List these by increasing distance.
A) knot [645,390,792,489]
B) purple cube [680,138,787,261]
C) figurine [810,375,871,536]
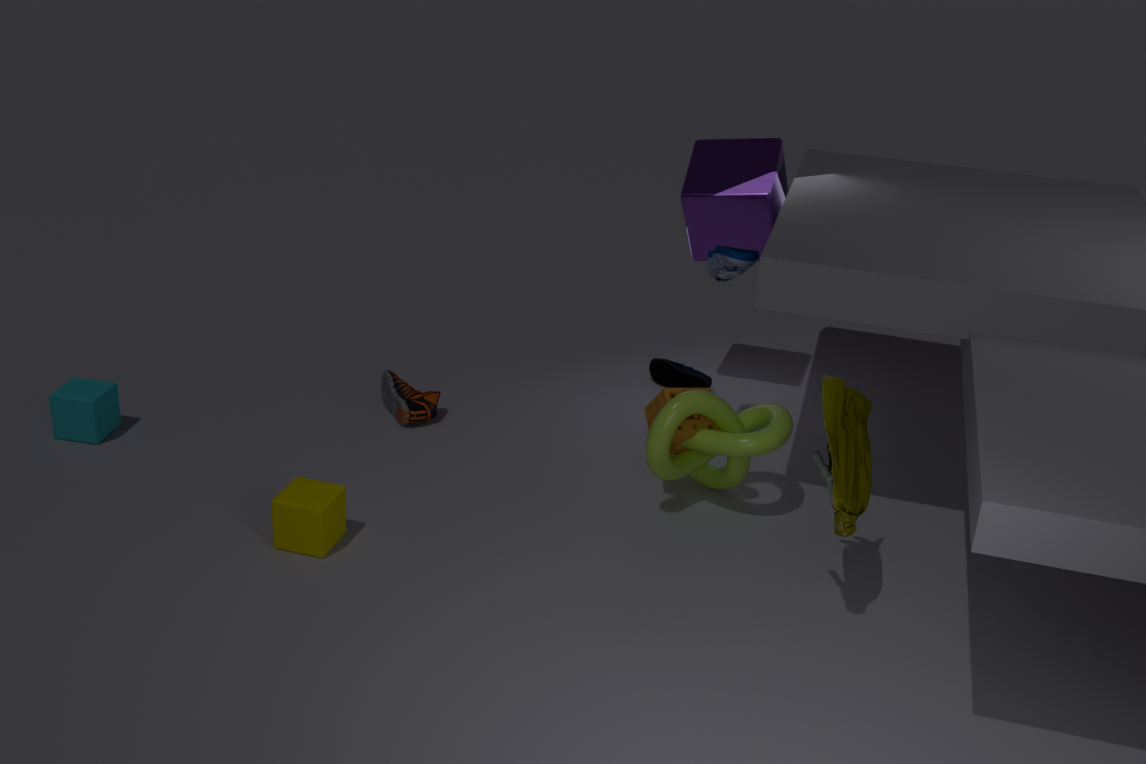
figurine [810,375,871,536]
knot [645,390,792,489]
purple cube [680,138,787,261]
